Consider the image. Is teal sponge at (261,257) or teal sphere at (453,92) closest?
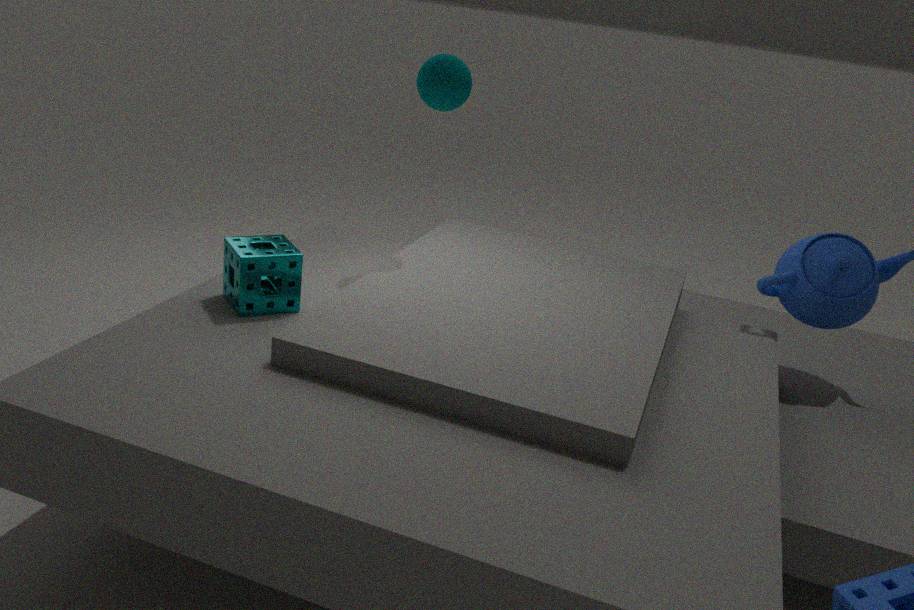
teal sponge at (261,257)
